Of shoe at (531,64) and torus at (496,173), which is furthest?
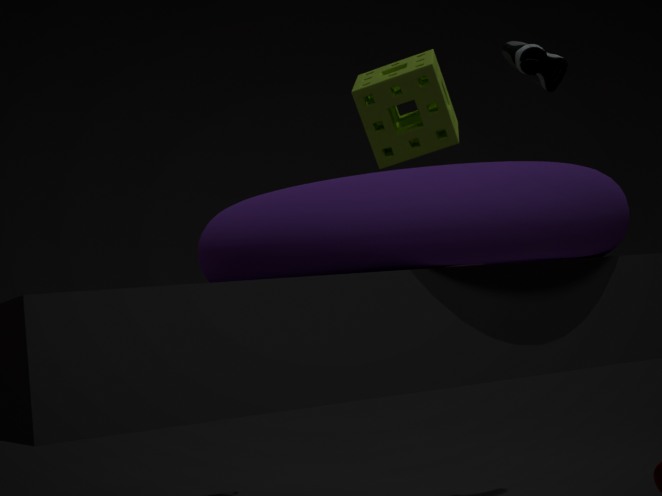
shoe at (531,64)
